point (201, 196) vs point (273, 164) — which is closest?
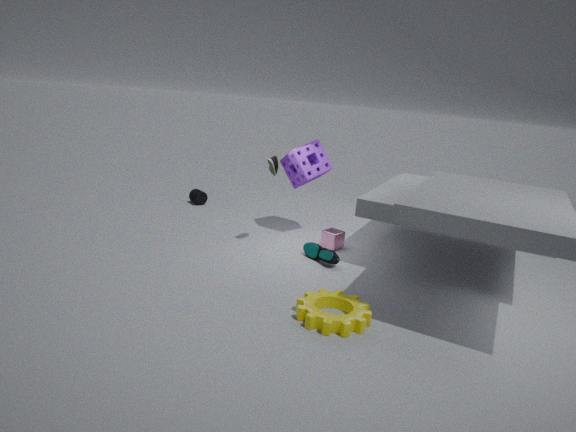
point (273, 164)
